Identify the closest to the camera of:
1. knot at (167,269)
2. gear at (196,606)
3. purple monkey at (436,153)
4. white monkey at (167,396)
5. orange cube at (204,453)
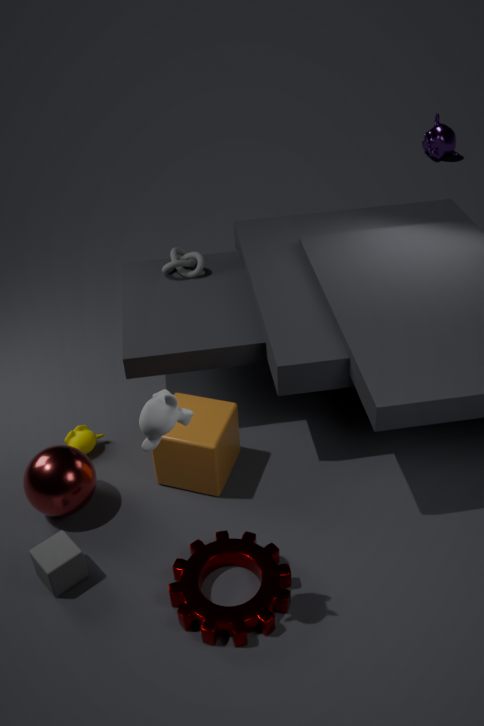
white monkey at (167,396)
